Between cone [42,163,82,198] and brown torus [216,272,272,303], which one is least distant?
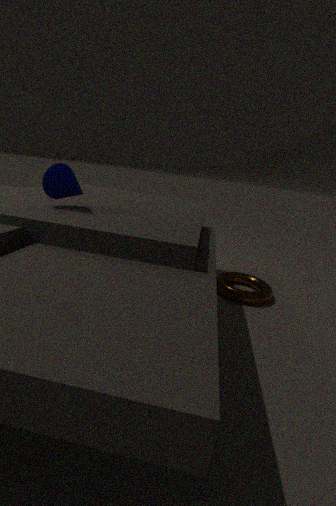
cone [42,163,82,198]
